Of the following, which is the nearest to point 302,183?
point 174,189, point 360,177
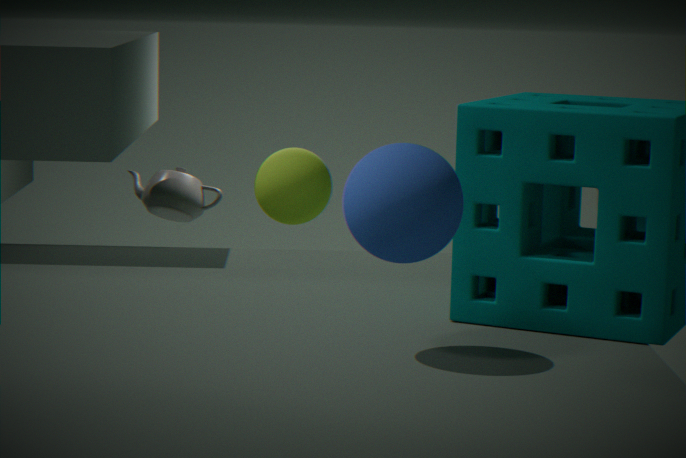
point 174,189
